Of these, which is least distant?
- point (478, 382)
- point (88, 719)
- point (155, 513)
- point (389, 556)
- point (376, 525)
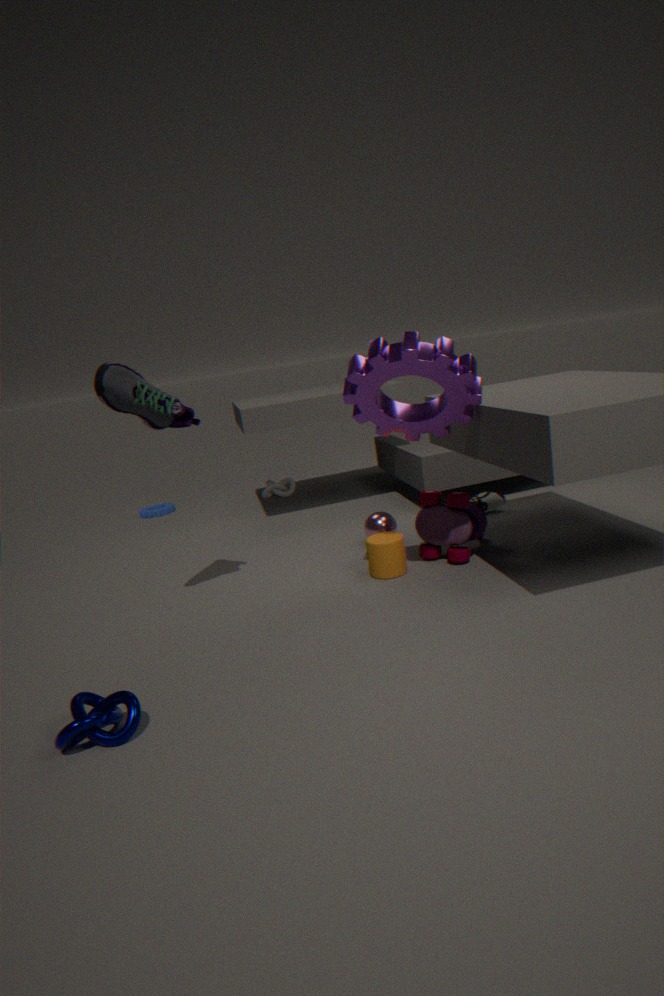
point (88, 719)
